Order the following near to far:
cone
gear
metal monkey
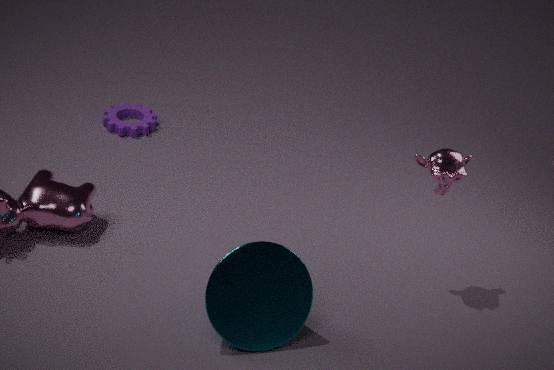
cone → metal monkey → gear
